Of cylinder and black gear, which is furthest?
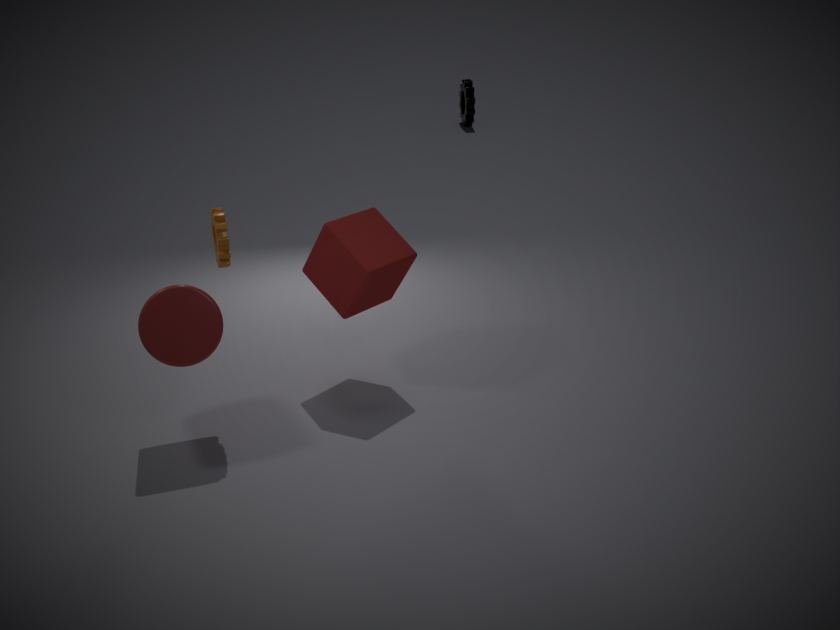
black gear
